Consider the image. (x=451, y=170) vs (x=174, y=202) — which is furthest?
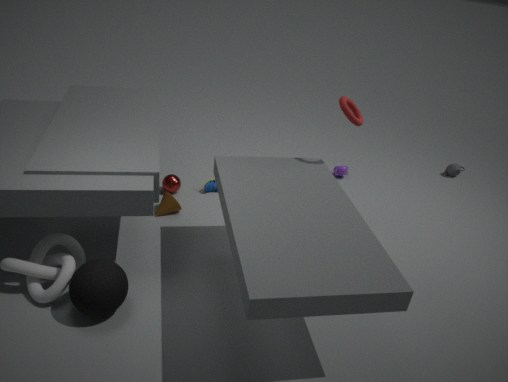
(x=451, y=170)
